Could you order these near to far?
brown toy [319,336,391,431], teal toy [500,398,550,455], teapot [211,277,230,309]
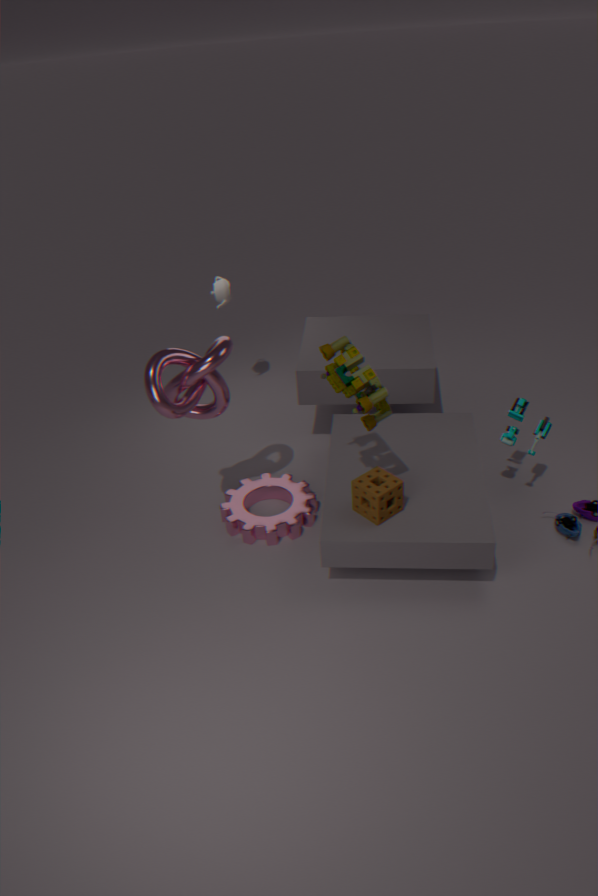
brown toy [319,336,391,431]
teal toy [500,398,550,455]
teapot [211,277,230,309]
